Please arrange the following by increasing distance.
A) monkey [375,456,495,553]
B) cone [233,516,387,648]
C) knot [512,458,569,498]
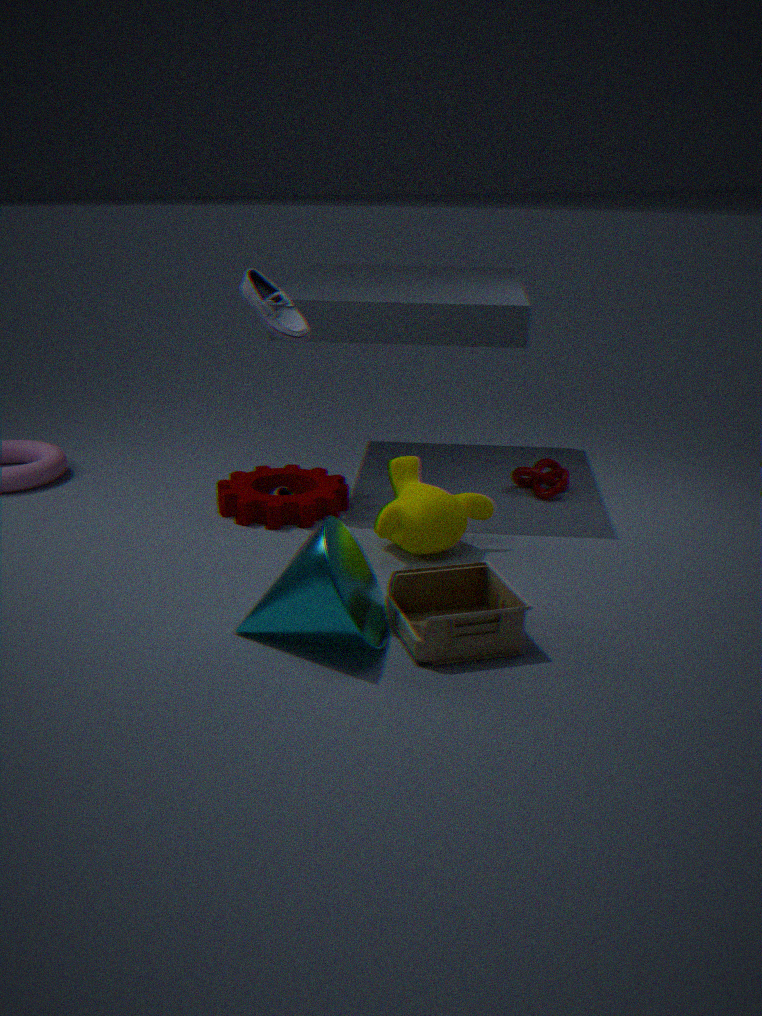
cone [233,516,387,648], monkey [375,456,495,553], knot [512,458,569,498]
